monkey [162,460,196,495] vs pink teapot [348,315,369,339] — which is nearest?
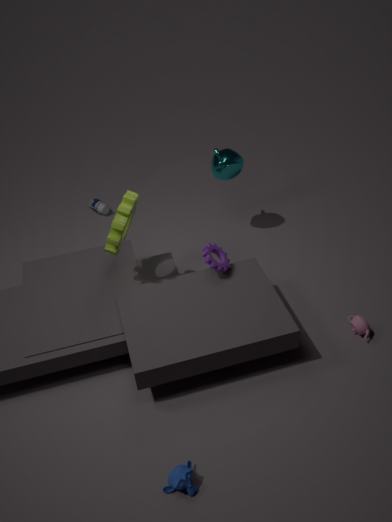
monkey [162,460,196,495]
